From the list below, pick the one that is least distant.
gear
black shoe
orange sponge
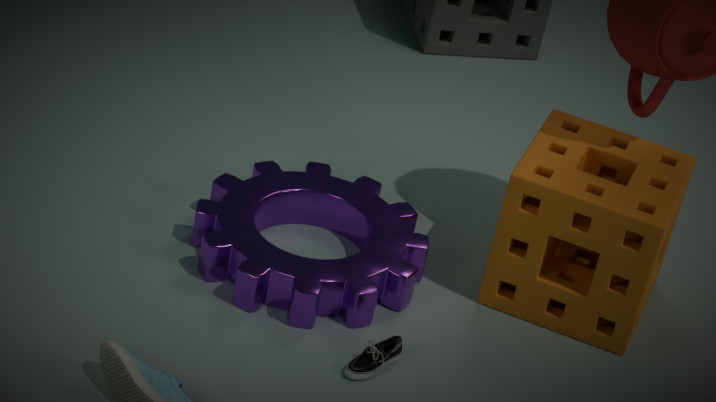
black shoe
